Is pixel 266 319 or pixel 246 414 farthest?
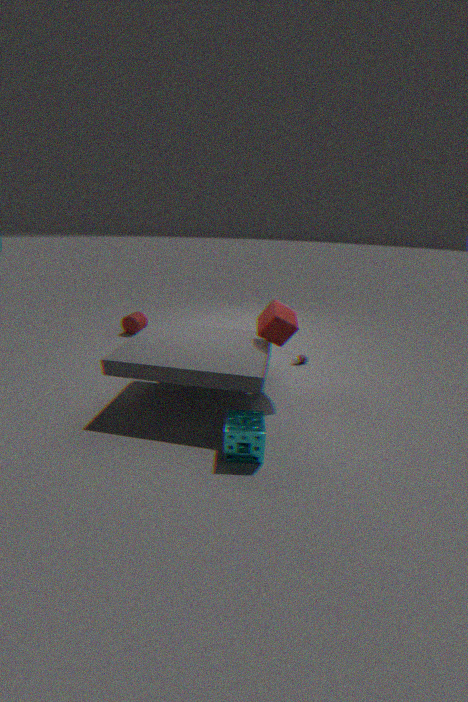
pixel 266 319
